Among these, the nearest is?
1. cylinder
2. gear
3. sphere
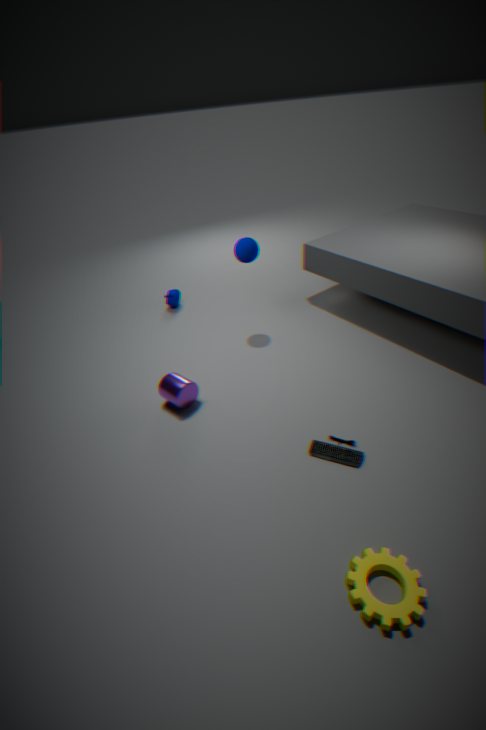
gear
